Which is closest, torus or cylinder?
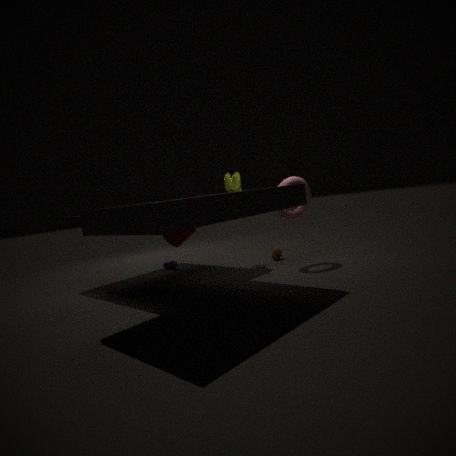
torus
